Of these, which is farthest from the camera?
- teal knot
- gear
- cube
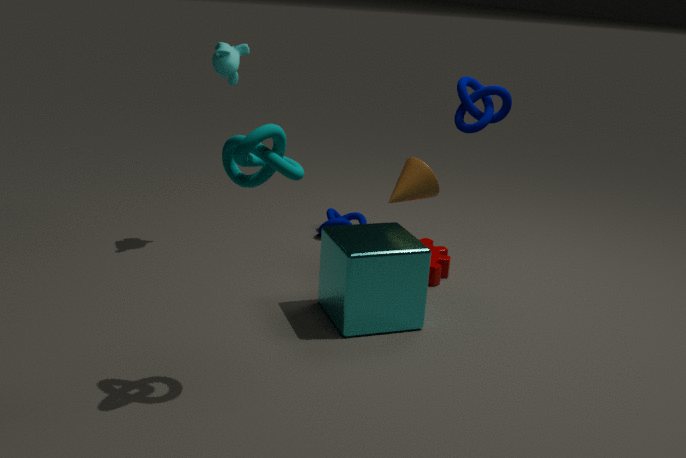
gear
